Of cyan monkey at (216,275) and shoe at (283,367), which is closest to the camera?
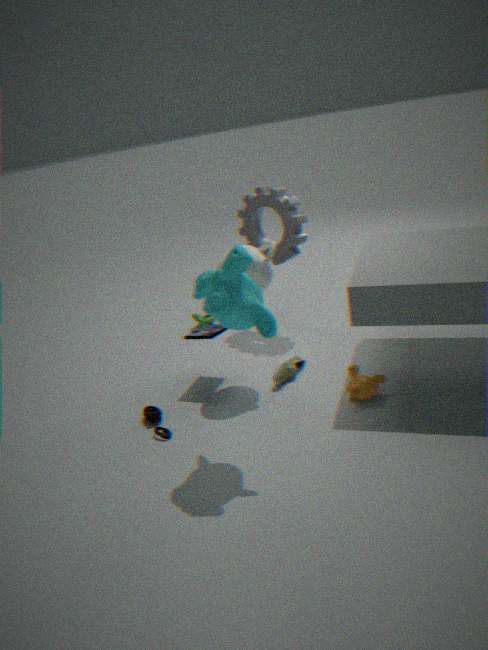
cyan monkey at (216,275)
